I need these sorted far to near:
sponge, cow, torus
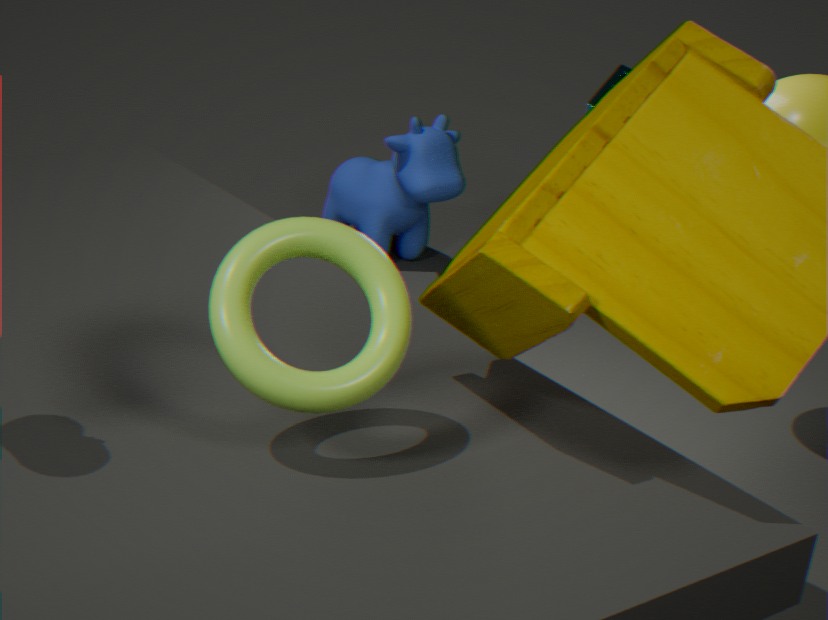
cow < sponge < torus
